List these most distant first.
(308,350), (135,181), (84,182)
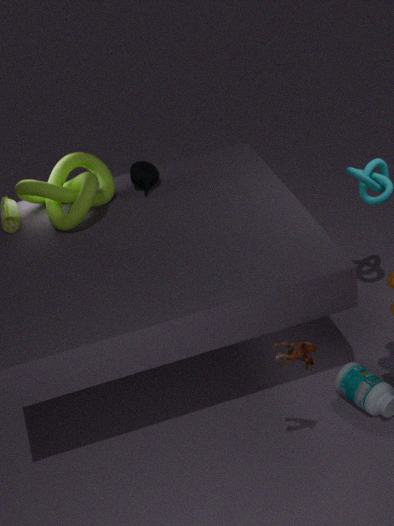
(135,181) → (84,182) → (308,350)
